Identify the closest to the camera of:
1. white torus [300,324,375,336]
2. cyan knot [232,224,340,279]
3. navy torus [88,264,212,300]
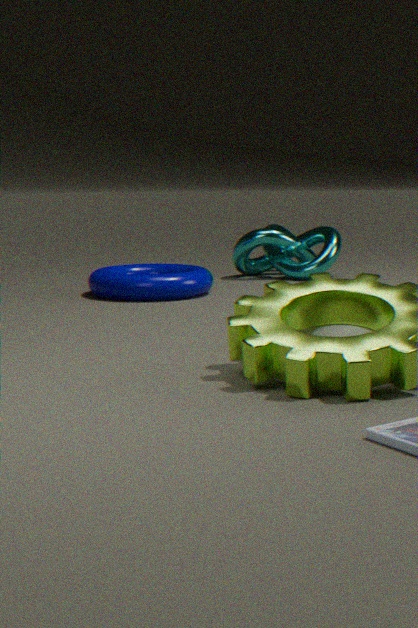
white torus [300,324,375,336]
